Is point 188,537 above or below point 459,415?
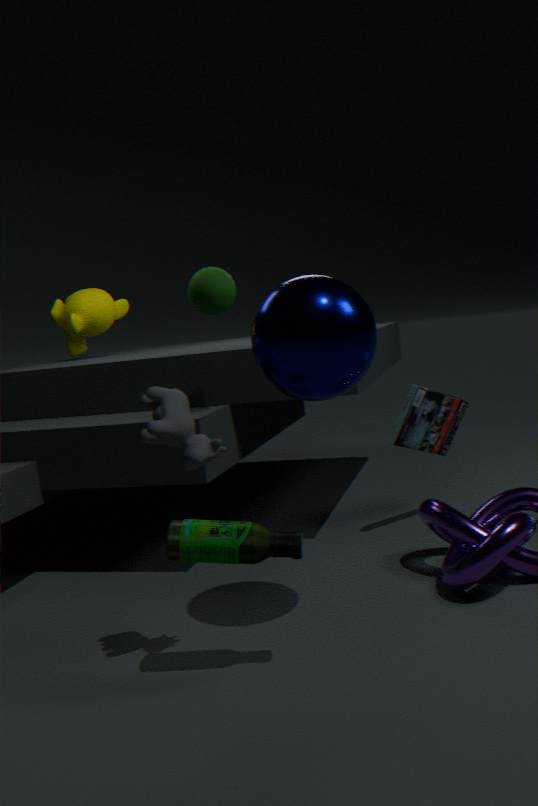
below
